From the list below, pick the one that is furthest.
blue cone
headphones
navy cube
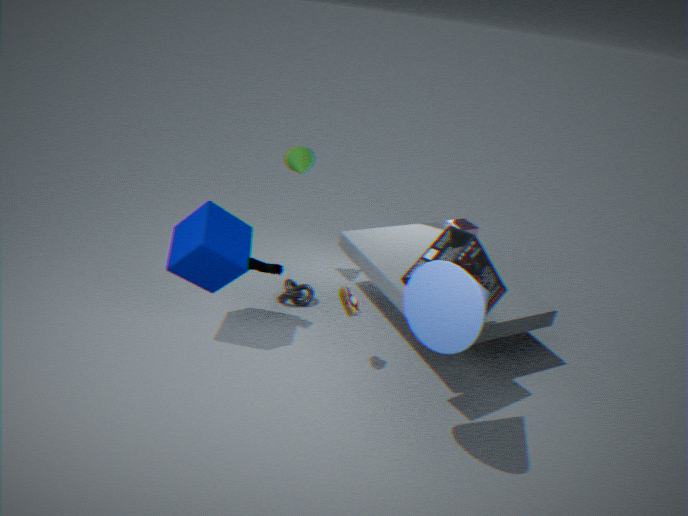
navy cube
